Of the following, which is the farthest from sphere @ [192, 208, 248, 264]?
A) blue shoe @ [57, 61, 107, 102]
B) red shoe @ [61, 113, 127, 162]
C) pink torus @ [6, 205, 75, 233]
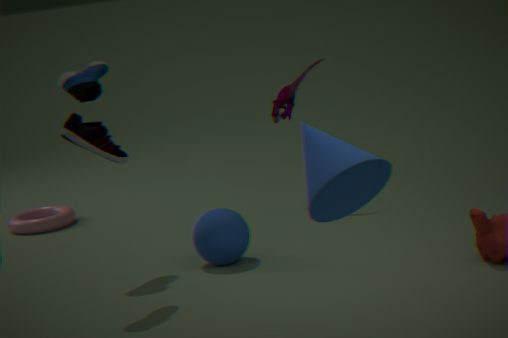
pink torus @ [6, 205, 75, 233]
